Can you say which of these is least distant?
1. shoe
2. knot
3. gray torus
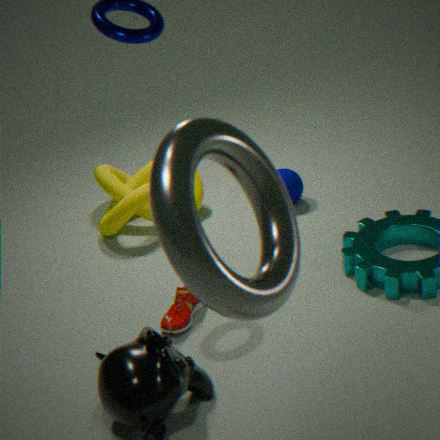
gray torus
